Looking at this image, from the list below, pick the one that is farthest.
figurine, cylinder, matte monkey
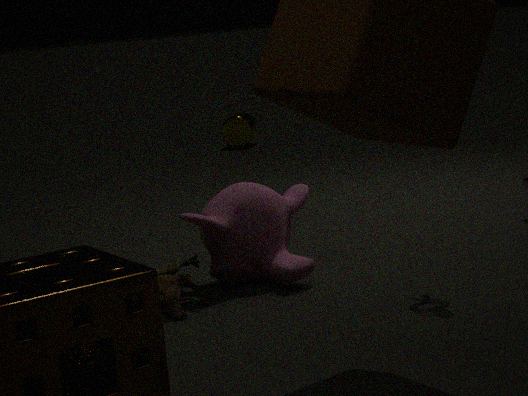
cylinder
